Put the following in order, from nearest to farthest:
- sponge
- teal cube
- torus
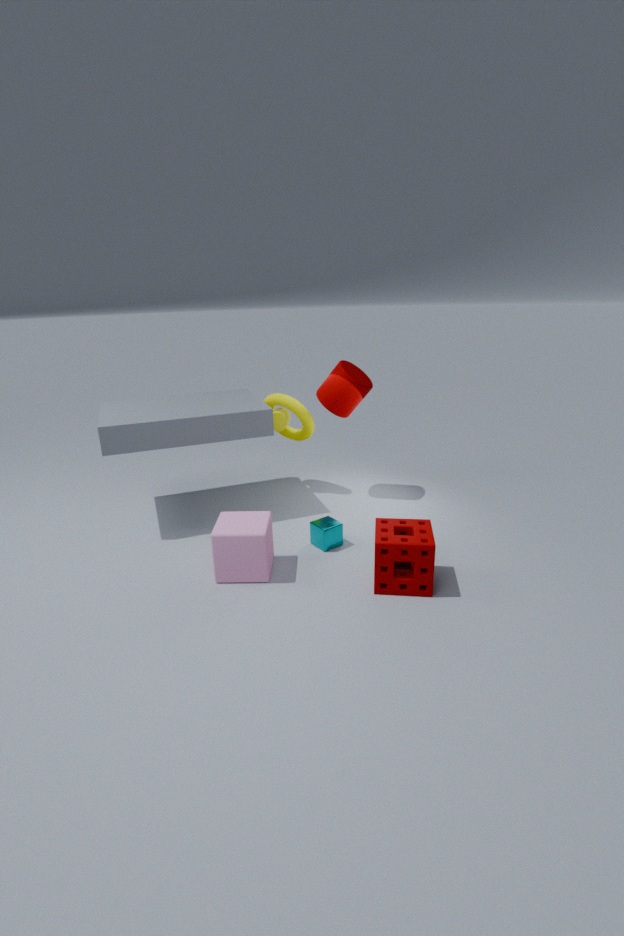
1. sponge
2. teal cube
3. torus
